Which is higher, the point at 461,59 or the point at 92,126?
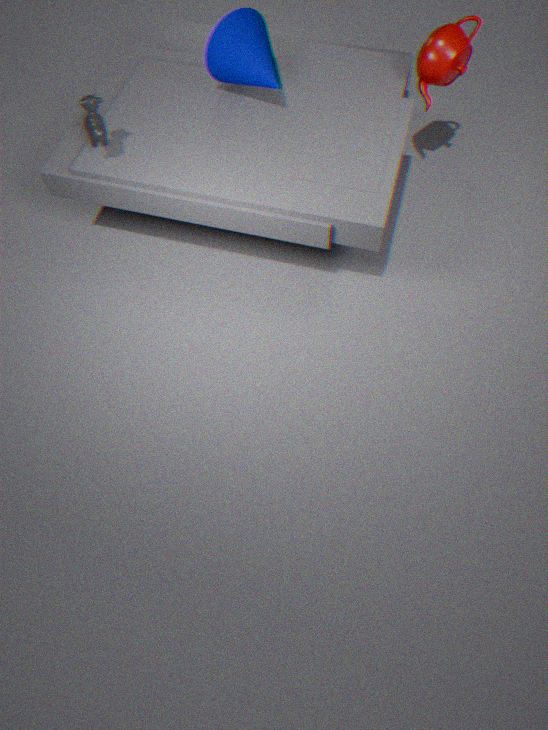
the point at 92,126
